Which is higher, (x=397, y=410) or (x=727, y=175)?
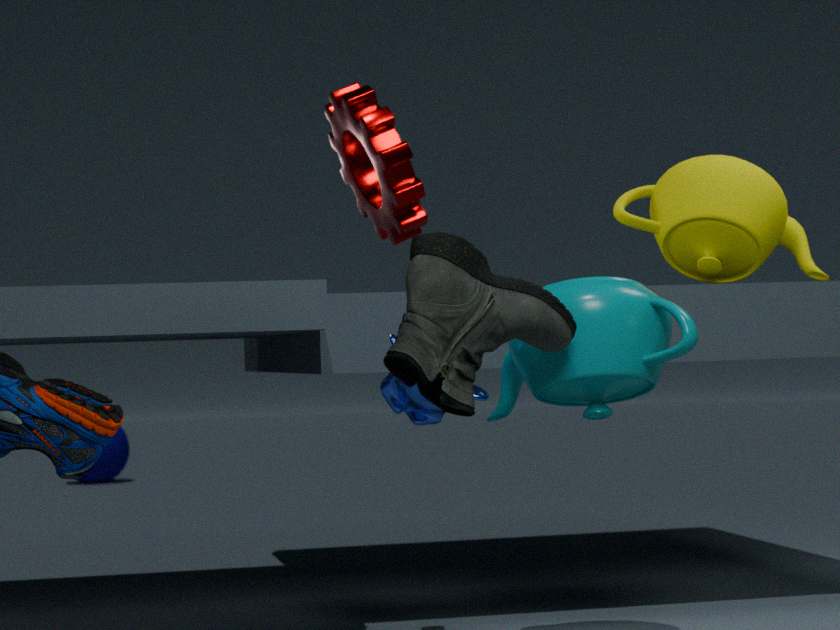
(x=727, y=175)
